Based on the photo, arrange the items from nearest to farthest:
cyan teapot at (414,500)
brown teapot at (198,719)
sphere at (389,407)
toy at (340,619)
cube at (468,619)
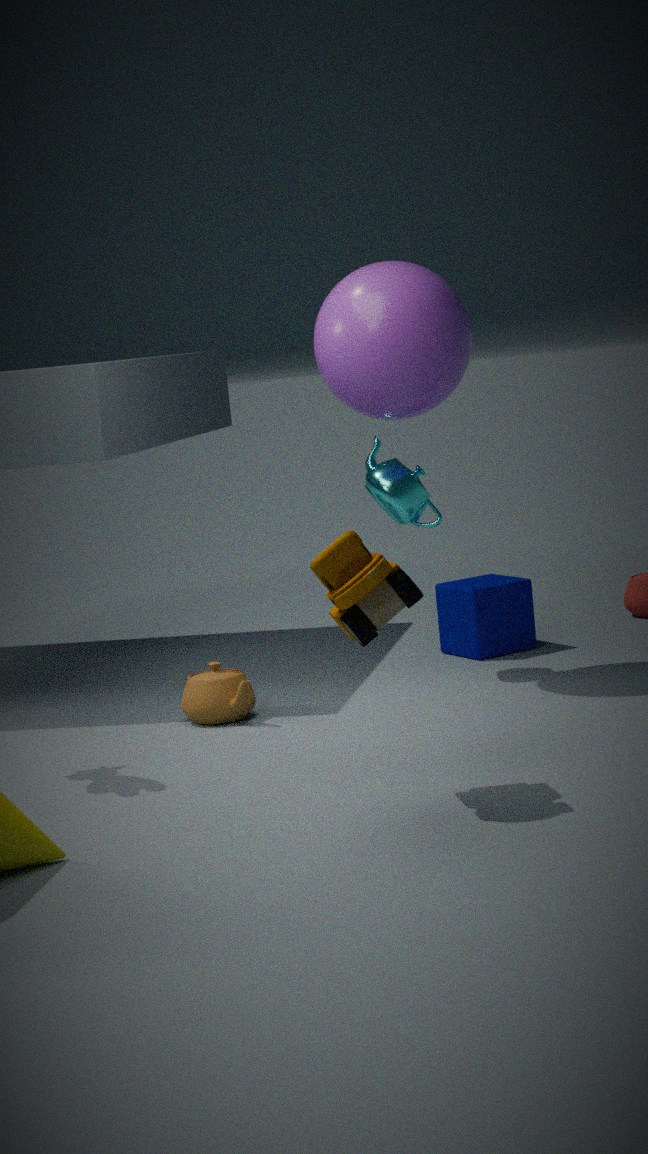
toy at (340,619) < sphere at (389,407) < brown teapot at (198,719) < cyan teapot at (414,500) < cube at (468,619)
